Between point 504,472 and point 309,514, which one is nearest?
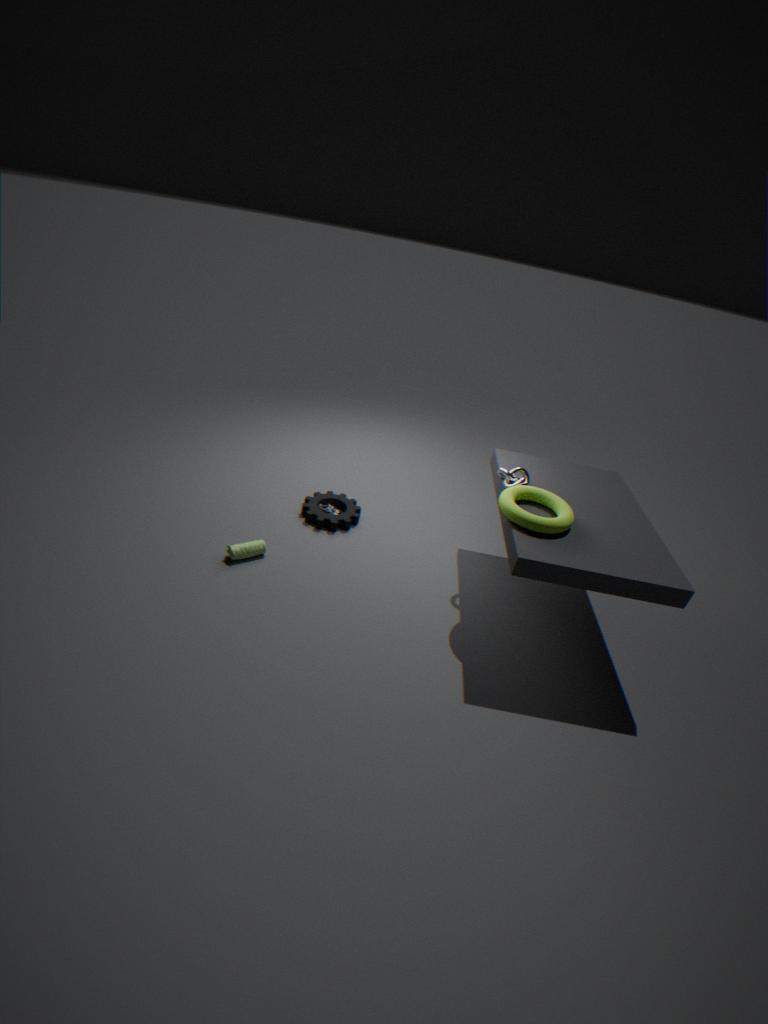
point 504,472
